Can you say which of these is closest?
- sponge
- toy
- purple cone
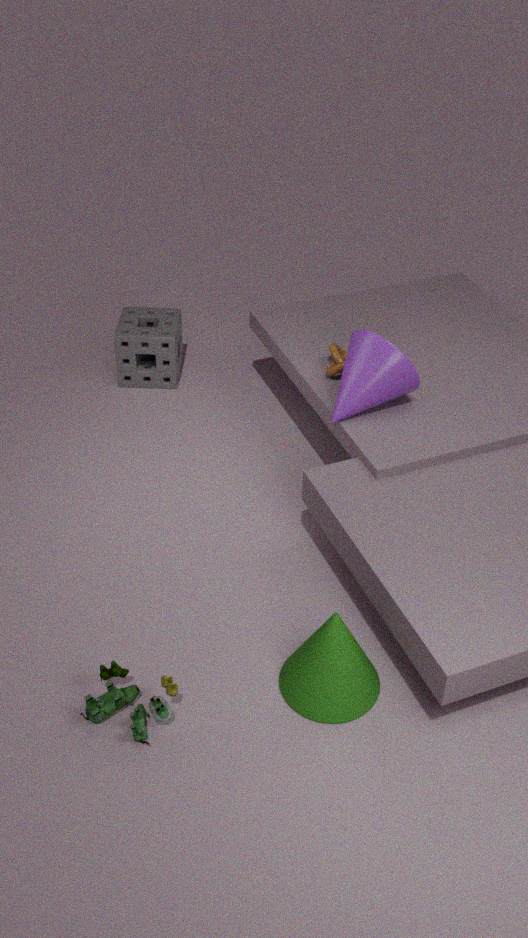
toy
